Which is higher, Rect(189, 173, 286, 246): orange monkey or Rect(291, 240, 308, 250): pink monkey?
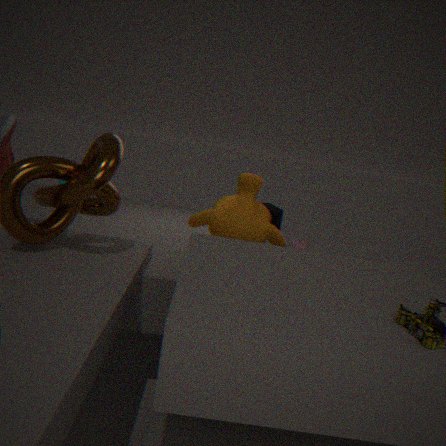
Rect(189, 173, 286, 246): orange monkey
